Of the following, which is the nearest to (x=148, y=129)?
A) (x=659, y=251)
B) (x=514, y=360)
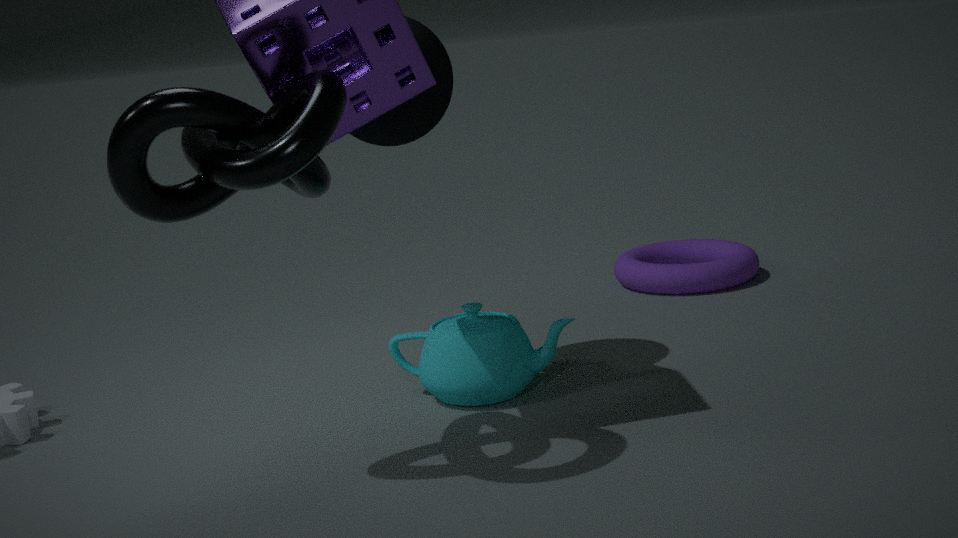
(x=514, y=360)
